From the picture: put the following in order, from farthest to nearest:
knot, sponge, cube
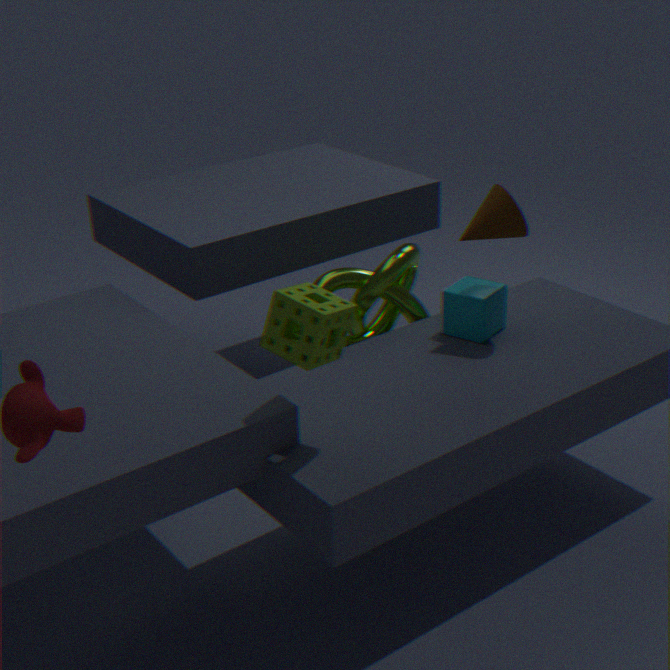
knot, cube, sponge
